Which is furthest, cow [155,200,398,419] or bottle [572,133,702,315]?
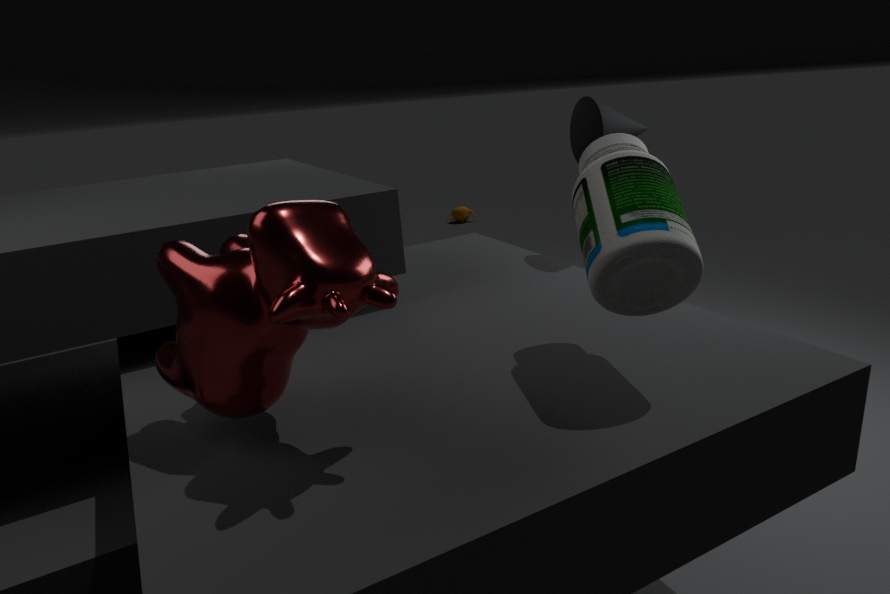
bottle [572,133,702,315]
